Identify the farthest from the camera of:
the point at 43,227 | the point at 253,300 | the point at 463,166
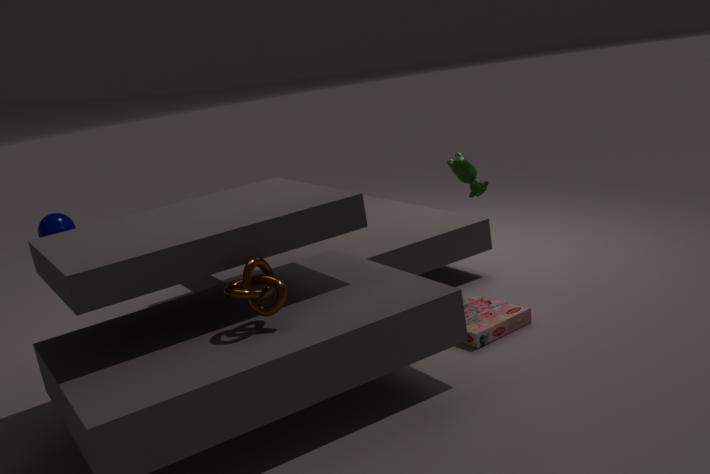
the point at 43,227
